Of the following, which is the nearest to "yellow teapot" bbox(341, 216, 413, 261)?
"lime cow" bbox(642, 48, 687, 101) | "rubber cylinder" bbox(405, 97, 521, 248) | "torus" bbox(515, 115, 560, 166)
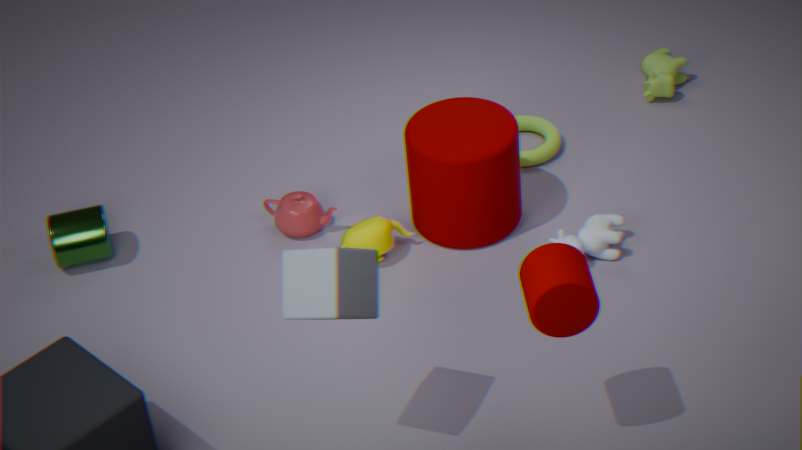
"rubber cylinder" bbox(405, 97, 521, 248)
